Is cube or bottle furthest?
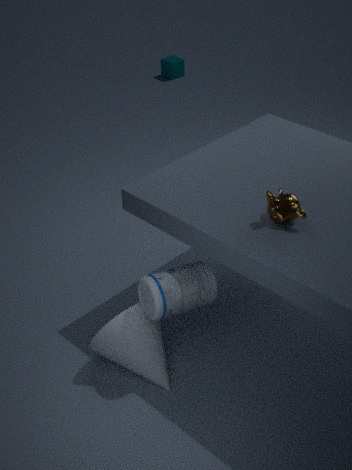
cube
